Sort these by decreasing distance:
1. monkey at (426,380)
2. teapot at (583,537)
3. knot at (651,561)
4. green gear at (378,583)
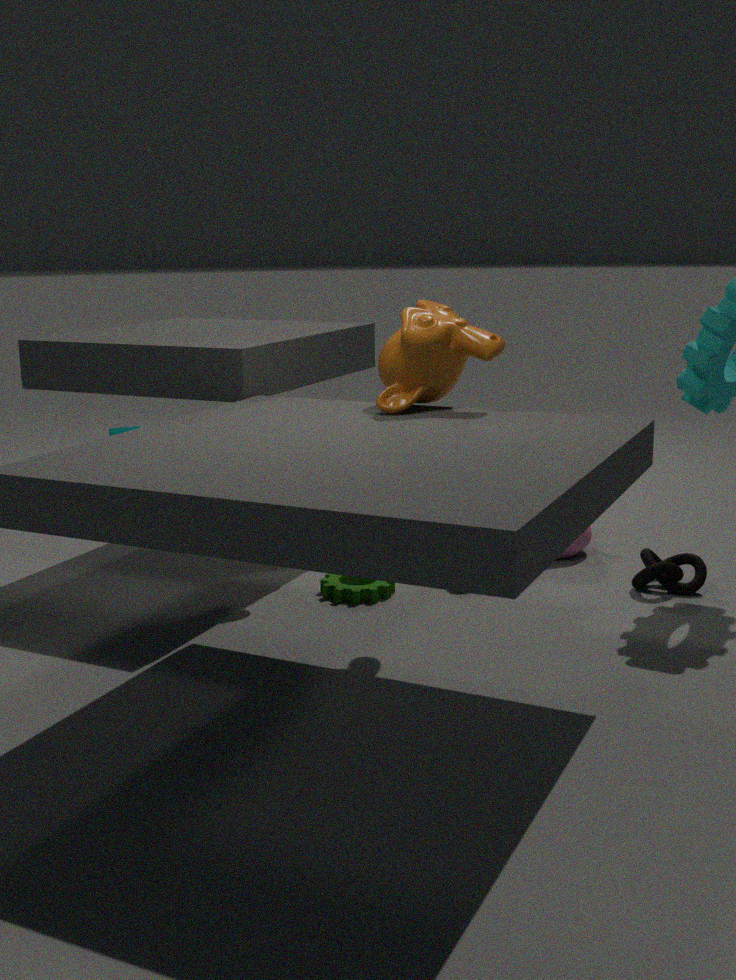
1. teapot at (583,537)
2. knot at (651,561)
3. green gear at (378,583)
4. monkey at (426,380)
